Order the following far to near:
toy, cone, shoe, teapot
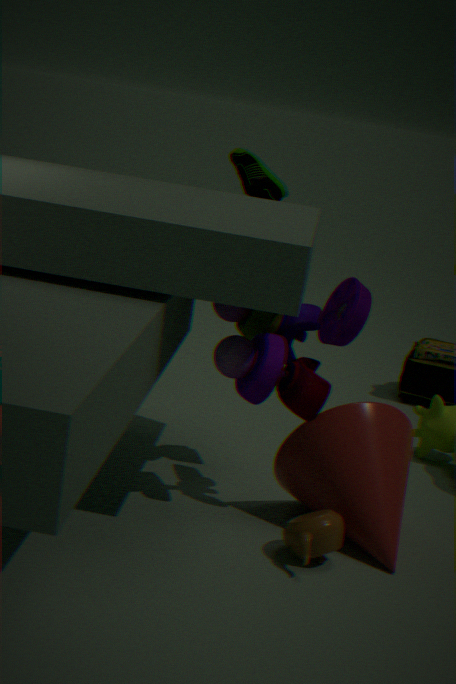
shoe
toy
cone
teapot
